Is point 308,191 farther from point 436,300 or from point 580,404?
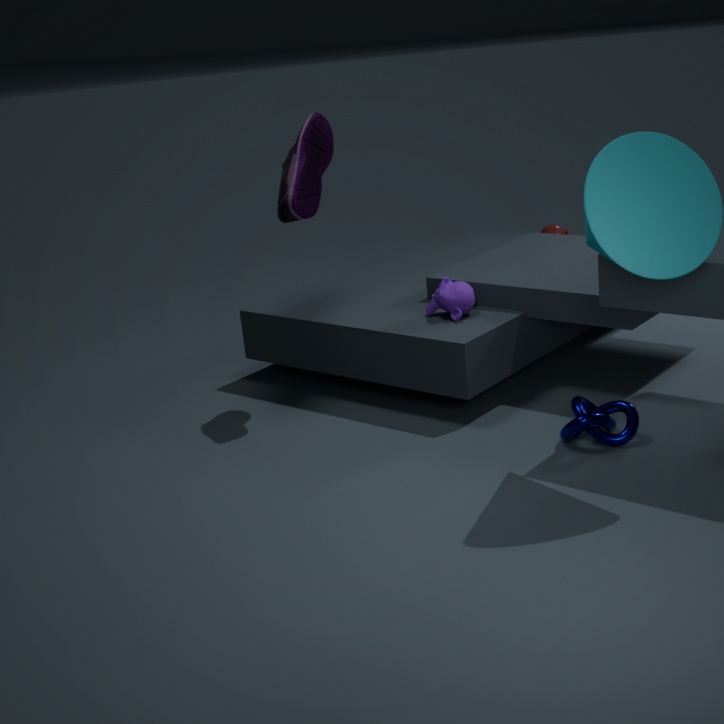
point 580,404
